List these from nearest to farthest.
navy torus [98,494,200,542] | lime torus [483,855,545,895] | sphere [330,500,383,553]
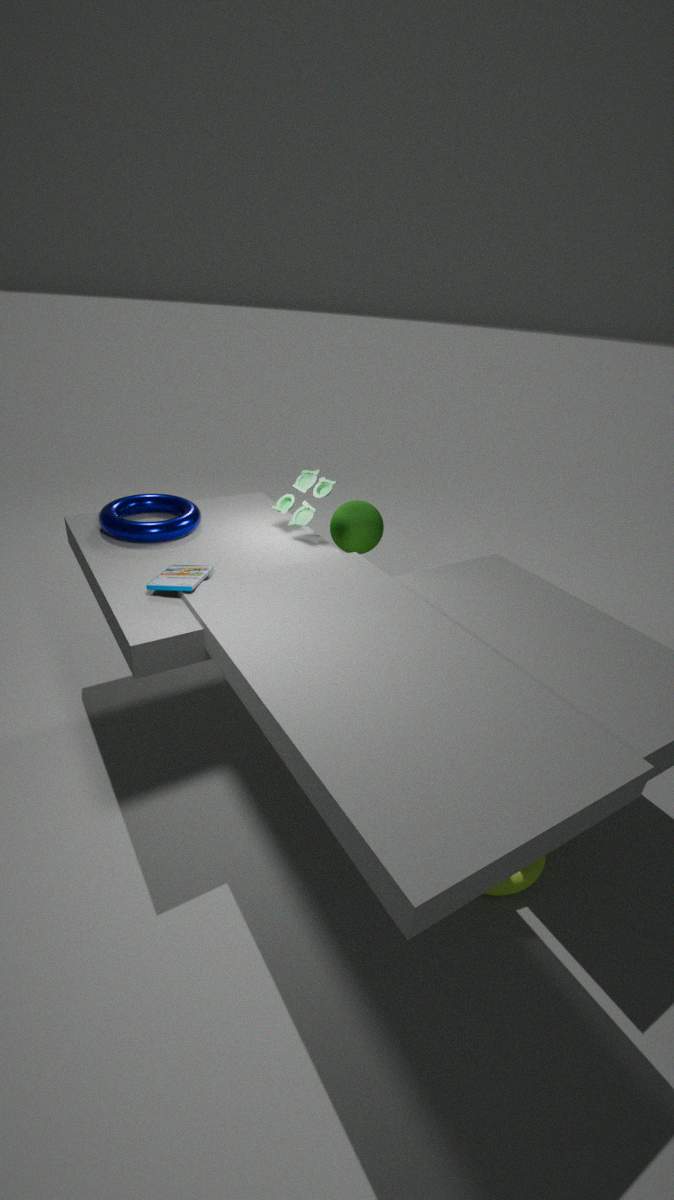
1. lime torus [483,855,545,895]
2. navy torus [98,494,200,542]
3. sphere [330,500,383,553]
